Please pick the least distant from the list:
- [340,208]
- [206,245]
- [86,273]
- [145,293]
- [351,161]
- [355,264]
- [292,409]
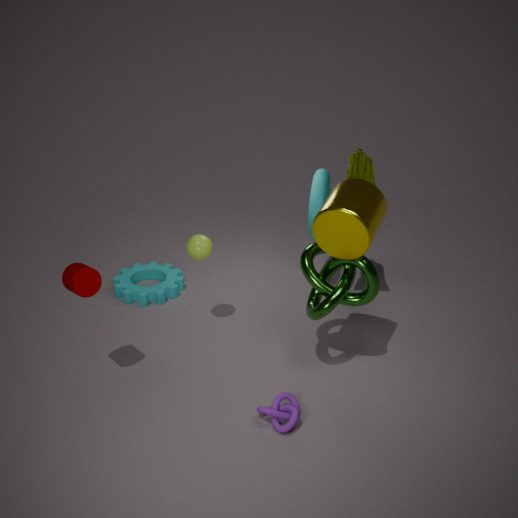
[340,208]
